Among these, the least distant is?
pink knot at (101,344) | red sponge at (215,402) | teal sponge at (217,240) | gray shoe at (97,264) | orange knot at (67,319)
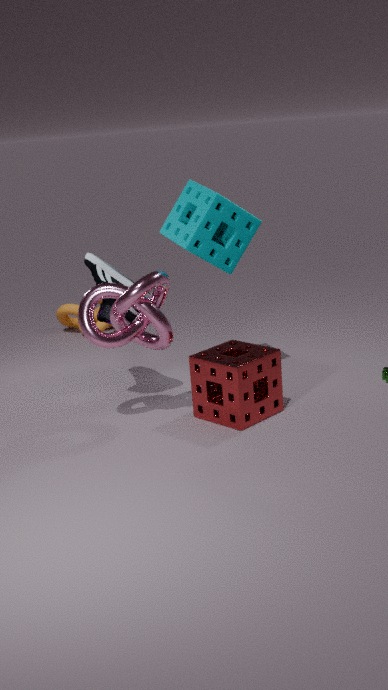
pink knot at (101,344)
